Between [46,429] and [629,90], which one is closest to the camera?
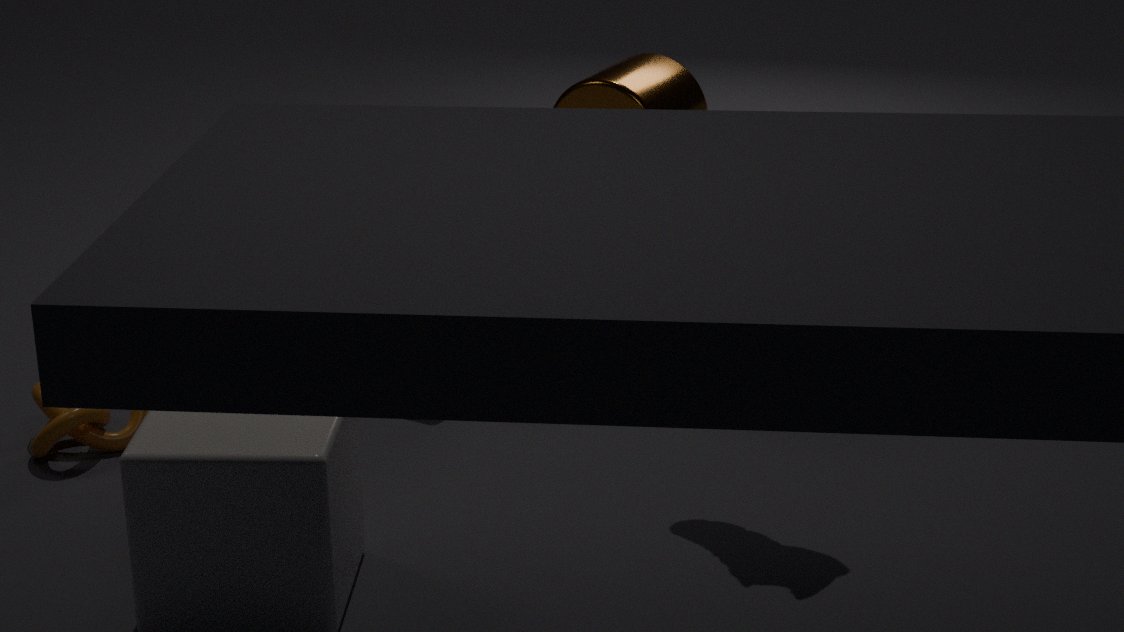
[46,429]
